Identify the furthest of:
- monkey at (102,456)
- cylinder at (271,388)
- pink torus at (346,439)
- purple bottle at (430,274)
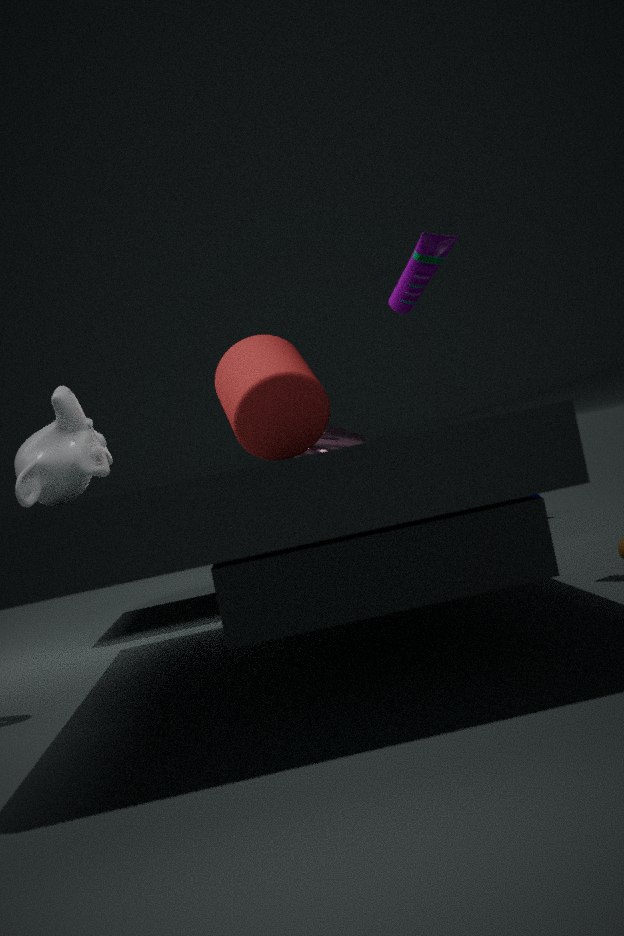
pink torus at (346,439)
